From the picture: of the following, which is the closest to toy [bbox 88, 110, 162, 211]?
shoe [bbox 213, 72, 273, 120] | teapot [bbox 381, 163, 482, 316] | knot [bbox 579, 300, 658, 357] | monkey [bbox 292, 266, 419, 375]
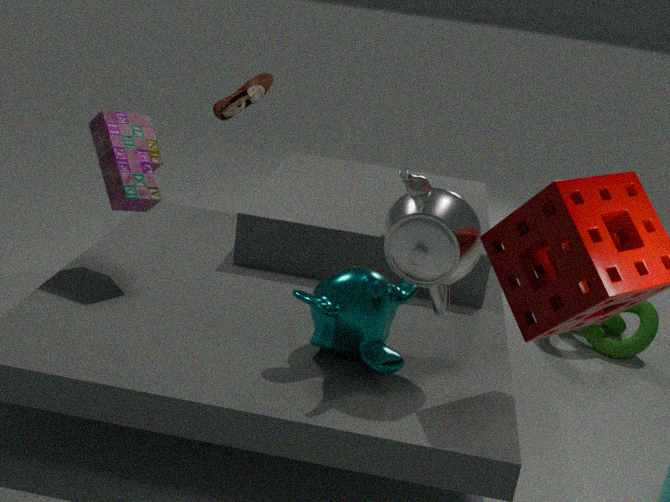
monkey [bbox 292, 266, 419, 375]
